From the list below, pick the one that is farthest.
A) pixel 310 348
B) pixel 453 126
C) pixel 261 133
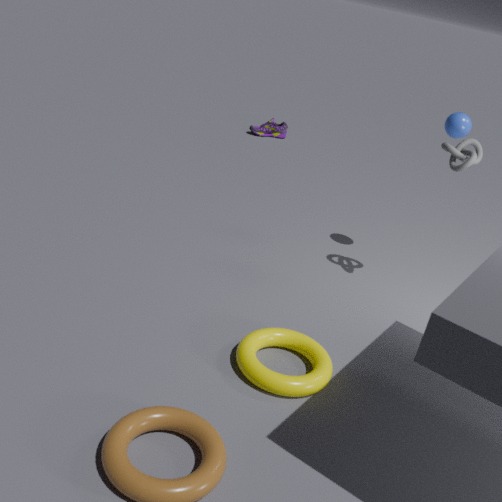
pixel 261 133
